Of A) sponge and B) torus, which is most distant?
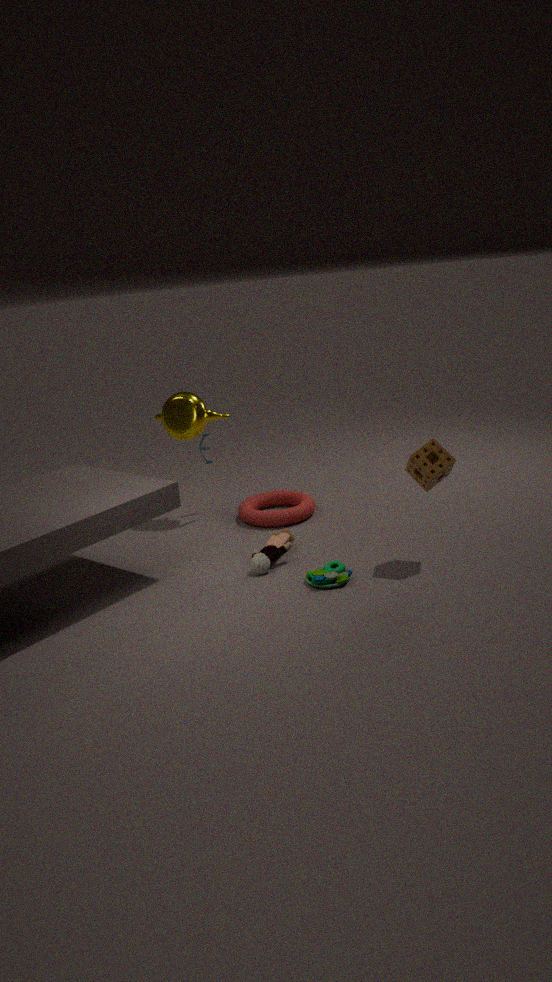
B. torus
